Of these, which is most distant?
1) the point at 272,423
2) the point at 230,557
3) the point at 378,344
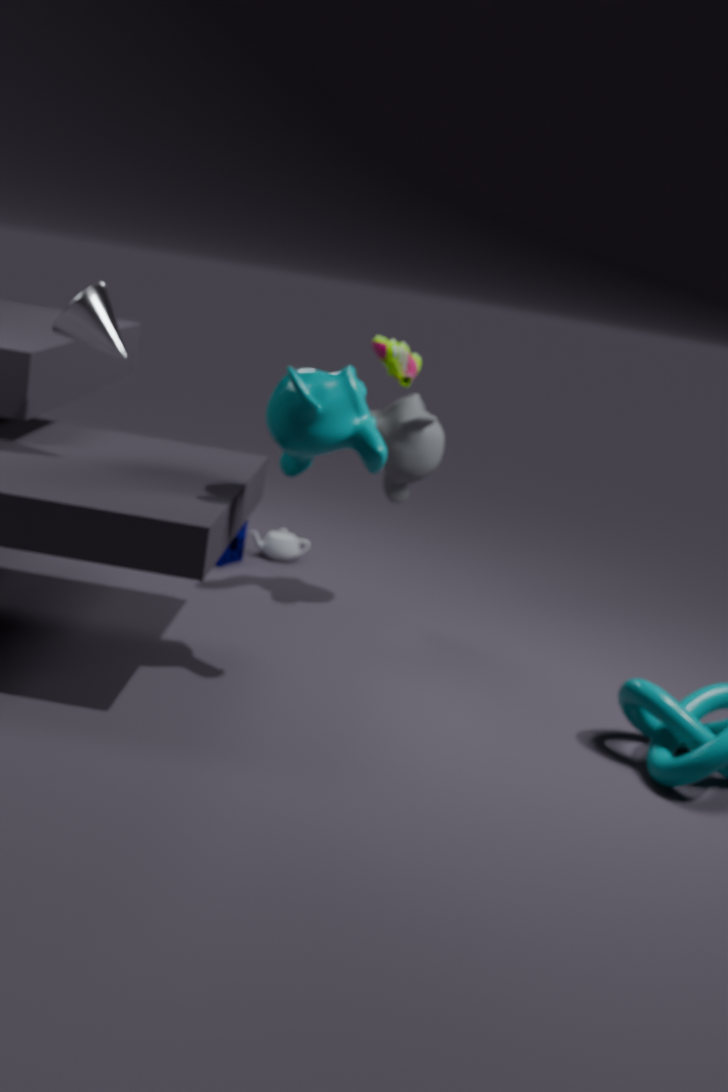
2. the point at 230,557
